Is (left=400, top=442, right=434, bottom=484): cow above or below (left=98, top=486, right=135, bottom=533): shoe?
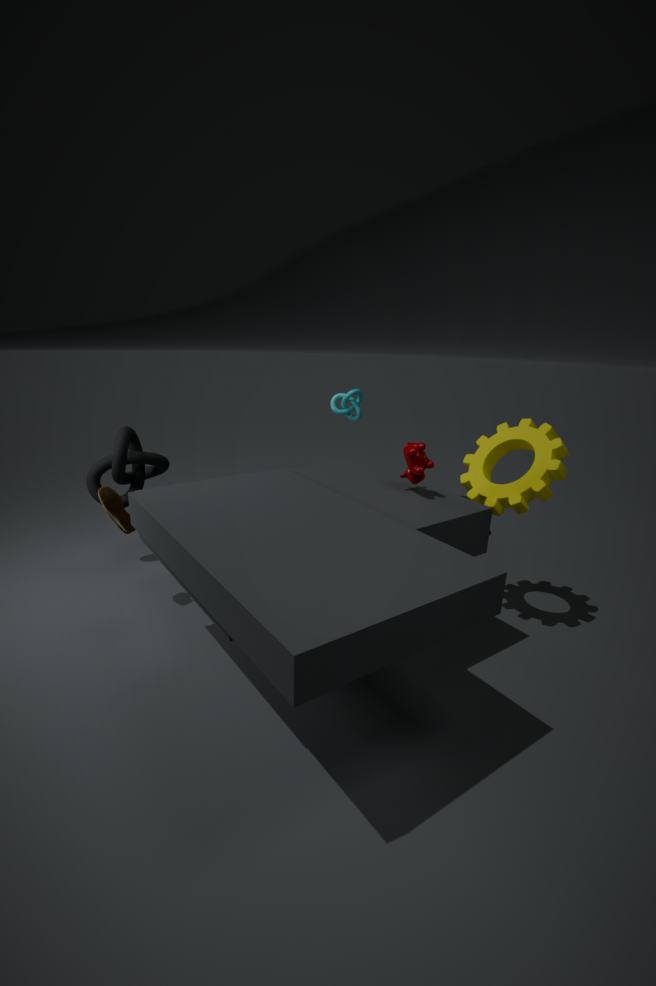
above
